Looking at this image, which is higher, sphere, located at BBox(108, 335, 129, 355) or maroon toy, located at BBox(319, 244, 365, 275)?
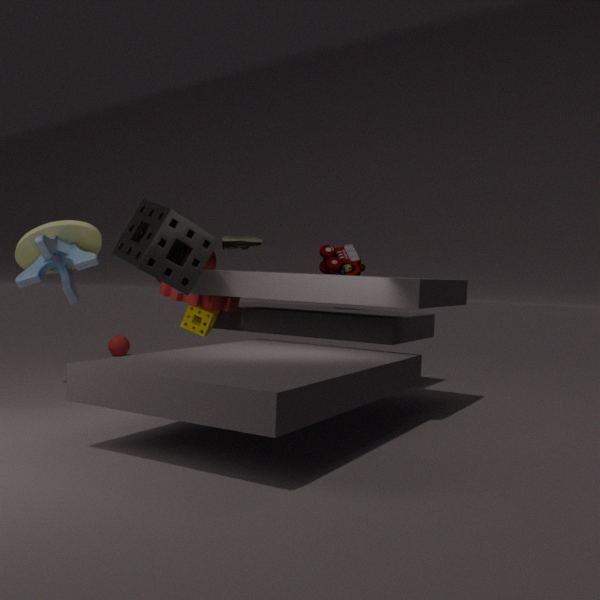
maroon toy, located at BBox(319, 244, 365, 275)
